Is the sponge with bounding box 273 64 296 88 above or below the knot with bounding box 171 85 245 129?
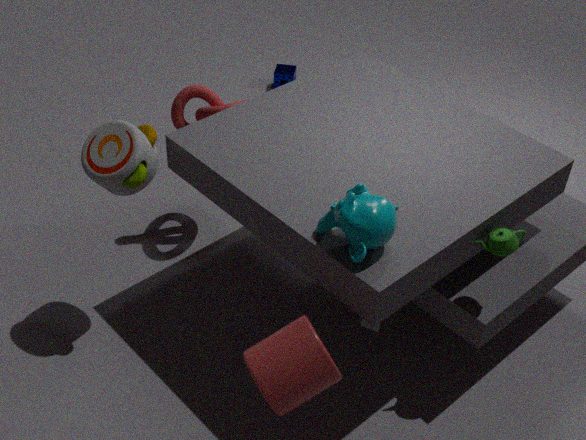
below
